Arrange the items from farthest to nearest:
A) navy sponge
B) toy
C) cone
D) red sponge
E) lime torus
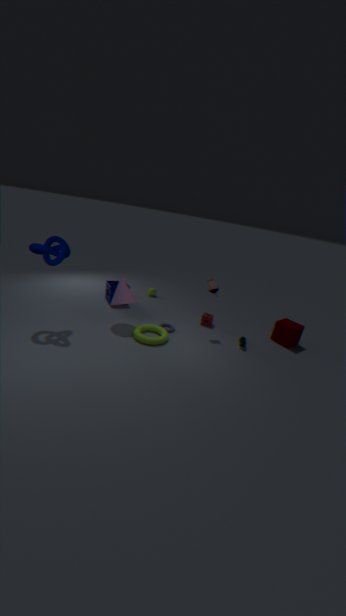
navy sponge < red sponge < toy < cone < lime torus
